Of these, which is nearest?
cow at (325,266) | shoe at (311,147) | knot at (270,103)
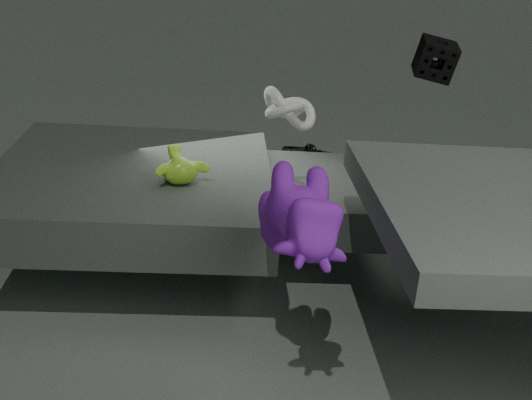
cow at (325,266)
